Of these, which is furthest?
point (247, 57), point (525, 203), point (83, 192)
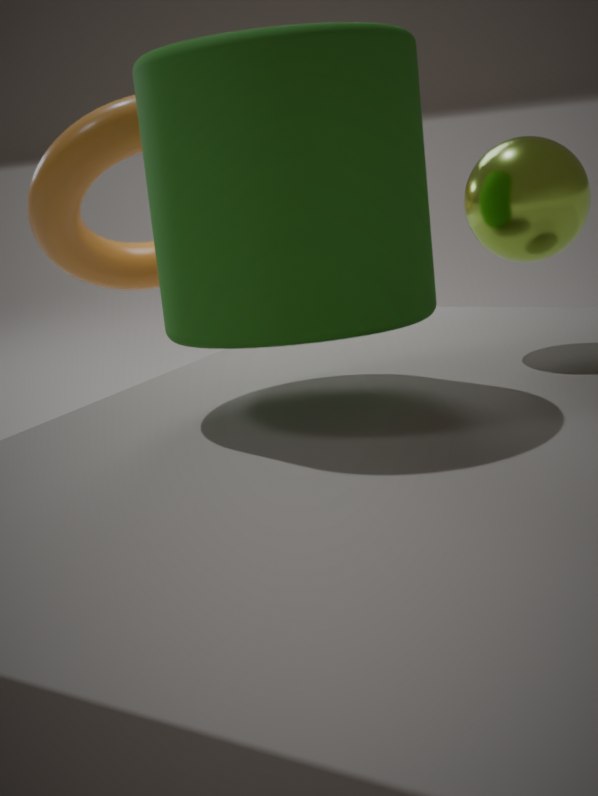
point (83, 192)
